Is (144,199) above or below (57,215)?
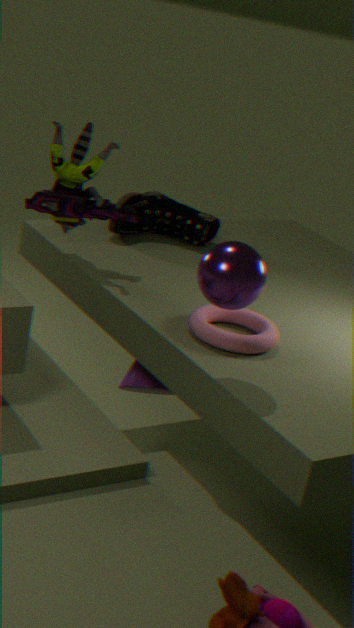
below
